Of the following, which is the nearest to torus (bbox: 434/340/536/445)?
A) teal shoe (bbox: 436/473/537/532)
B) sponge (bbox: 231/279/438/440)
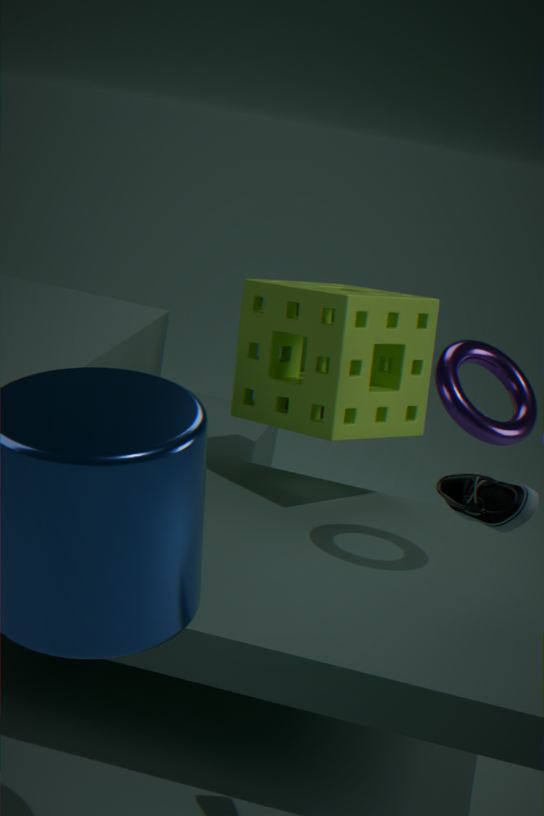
sponge (bbox: 231/279/438/440)
